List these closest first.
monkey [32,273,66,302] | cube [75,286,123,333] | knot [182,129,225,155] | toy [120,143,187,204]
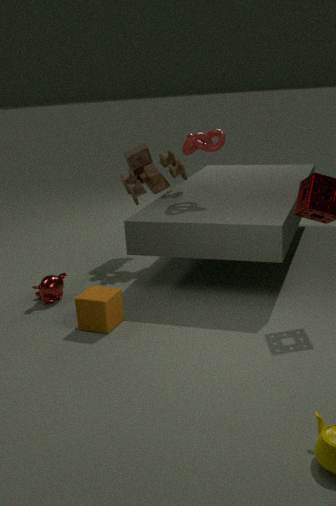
cube [75,286,123,333] < monkey [32,273,66,302] < knot [182,129,225,155] < toy [120,143,187,204]
